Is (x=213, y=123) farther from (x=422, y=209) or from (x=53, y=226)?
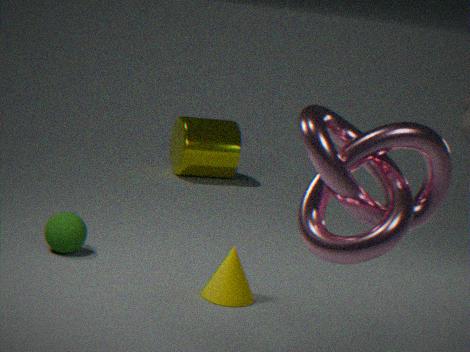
(x=422, y=209)
